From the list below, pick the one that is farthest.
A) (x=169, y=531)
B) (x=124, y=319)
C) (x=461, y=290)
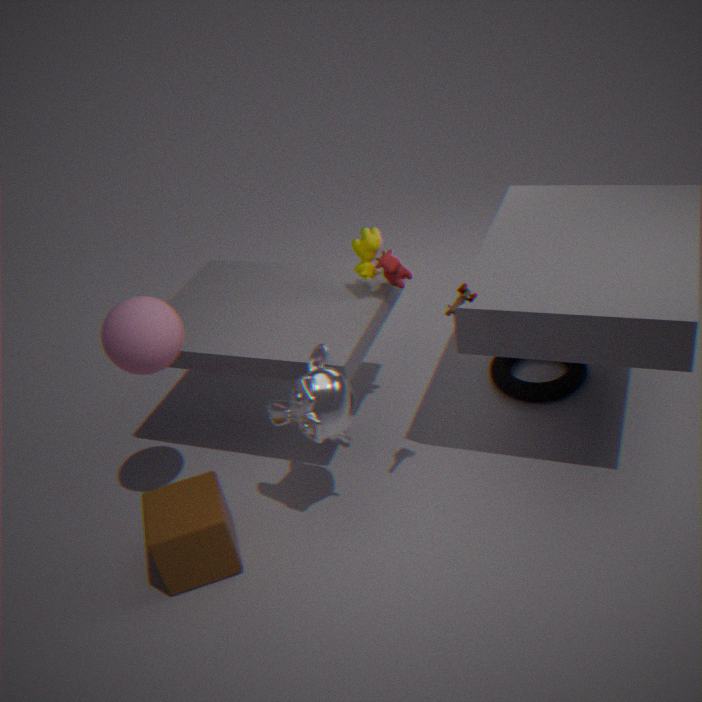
A. (x=169, y=531)
